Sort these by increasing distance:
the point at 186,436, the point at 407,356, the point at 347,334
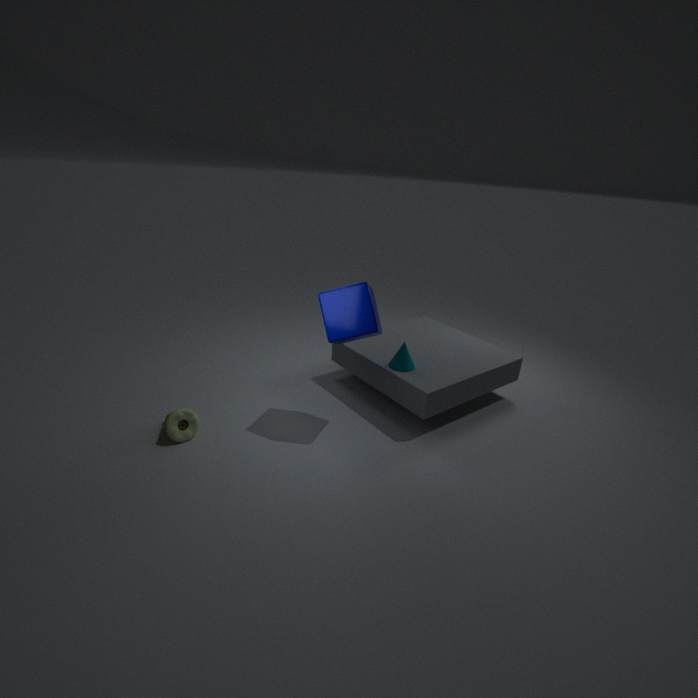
the point at 347,334, the point at 186,436, the point at 407,356
